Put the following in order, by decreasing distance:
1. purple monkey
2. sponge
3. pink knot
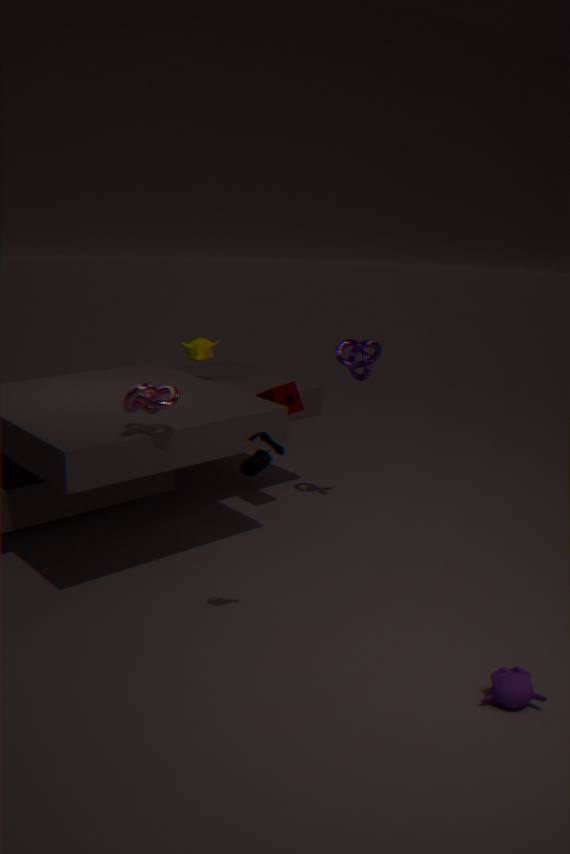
sponge → pink knot → purple monkey
